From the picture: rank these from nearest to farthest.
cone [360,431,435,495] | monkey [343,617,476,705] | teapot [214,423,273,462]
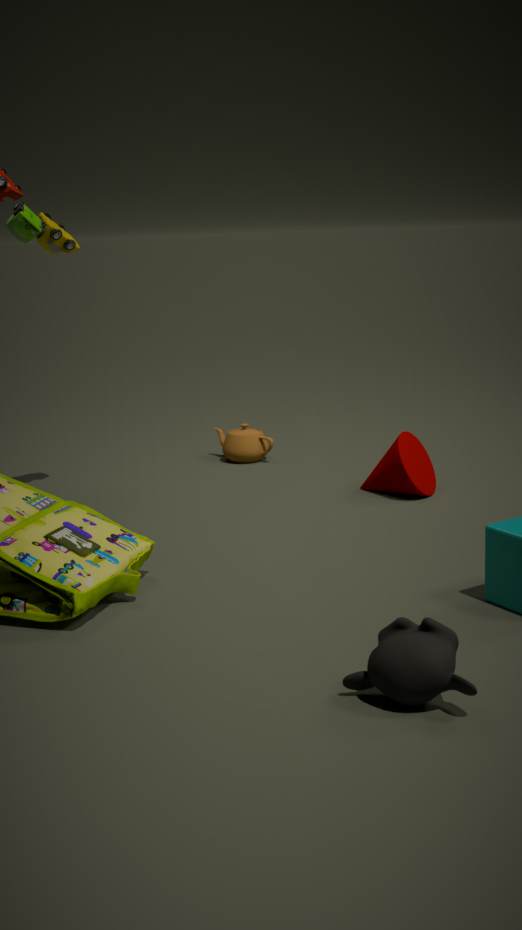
monkey [343,617,476,705] → cone [360,431,435,495] → teapot [214,423,273,462]
